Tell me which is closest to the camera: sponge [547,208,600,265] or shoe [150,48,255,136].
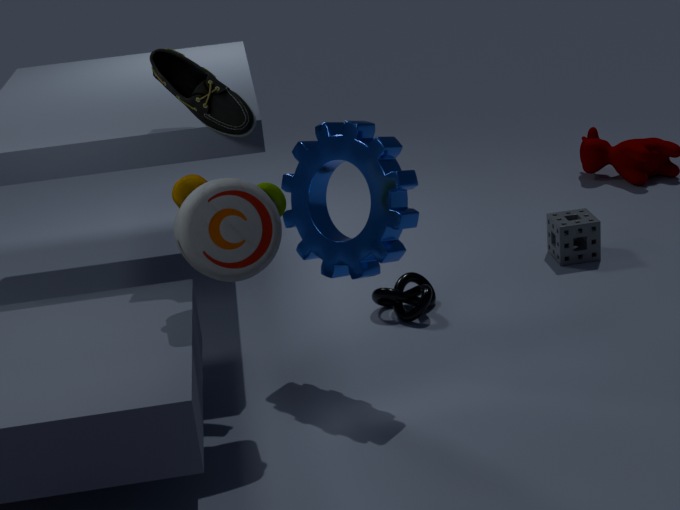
shoe [150,48,255,136]
